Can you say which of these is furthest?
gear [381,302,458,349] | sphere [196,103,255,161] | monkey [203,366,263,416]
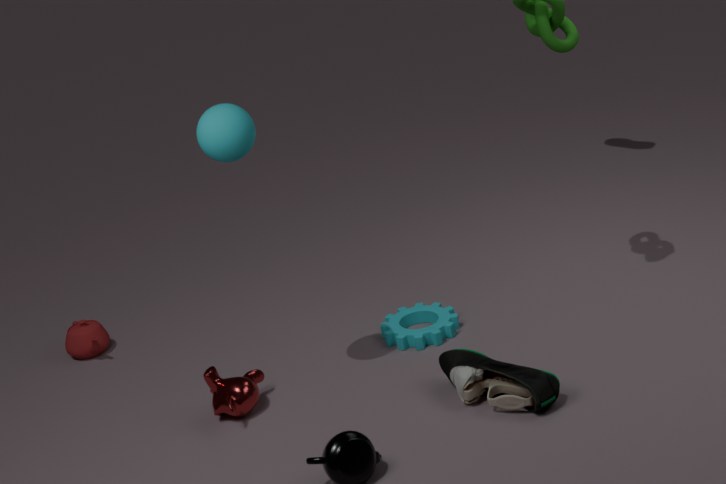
gear [381,302,458,349]
